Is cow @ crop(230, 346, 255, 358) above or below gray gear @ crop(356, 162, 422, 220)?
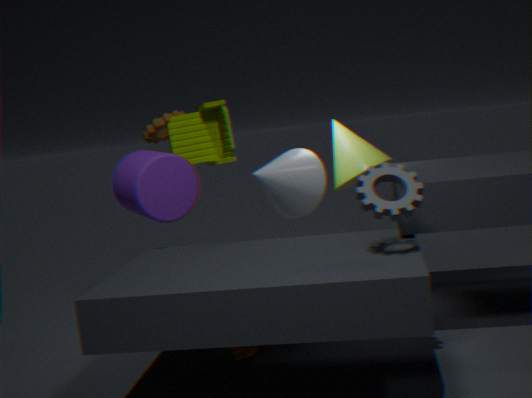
below
